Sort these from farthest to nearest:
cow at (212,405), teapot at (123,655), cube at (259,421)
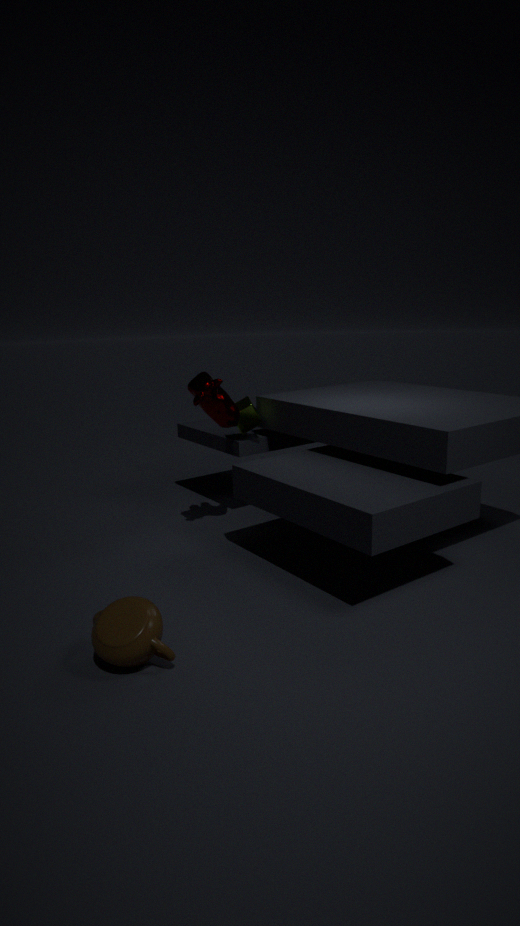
cube at (259,421), cow at (212,405), teapot at (123,655)
